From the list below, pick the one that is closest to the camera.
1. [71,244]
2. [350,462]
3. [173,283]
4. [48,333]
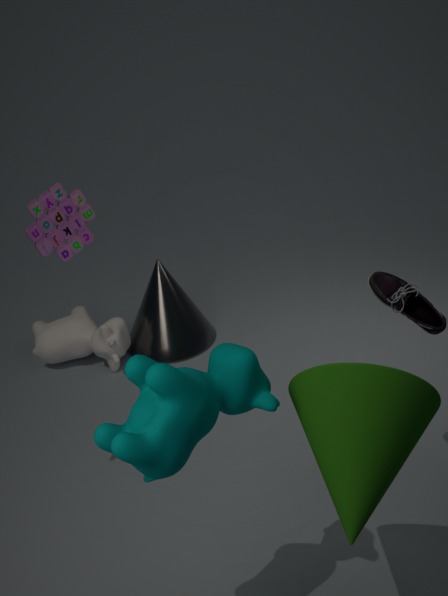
[350,462]
